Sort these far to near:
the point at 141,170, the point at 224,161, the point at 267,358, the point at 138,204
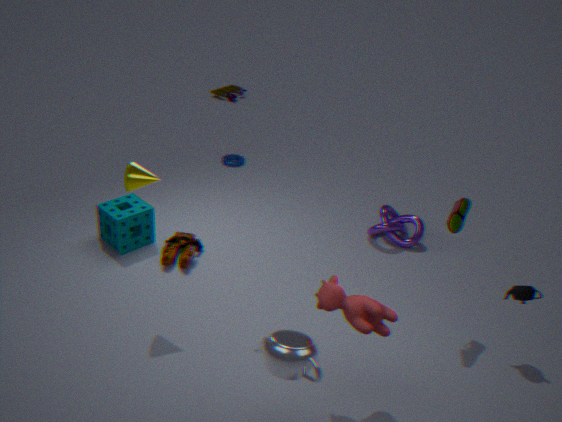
1. the point at 224,161
2. the point at 138,204
3. the point at 141,170
4. the point at 267,358
